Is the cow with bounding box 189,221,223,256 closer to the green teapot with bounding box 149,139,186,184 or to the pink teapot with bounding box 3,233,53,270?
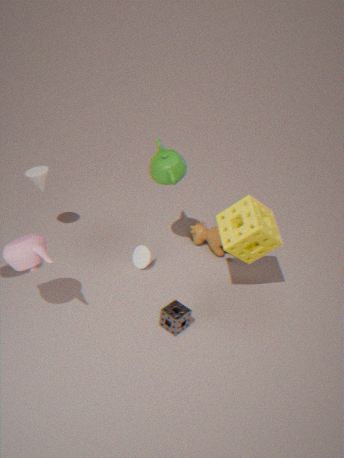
the green teapot with bounding box 149,139,186,184
